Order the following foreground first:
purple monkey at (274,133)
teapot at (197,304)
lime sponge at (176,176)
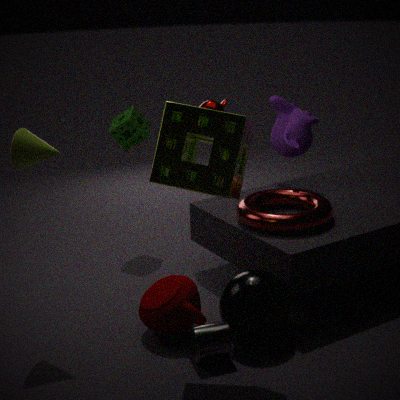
lime sponge at (176,176), teapot at (197,304), purple monkey at (274,133)
